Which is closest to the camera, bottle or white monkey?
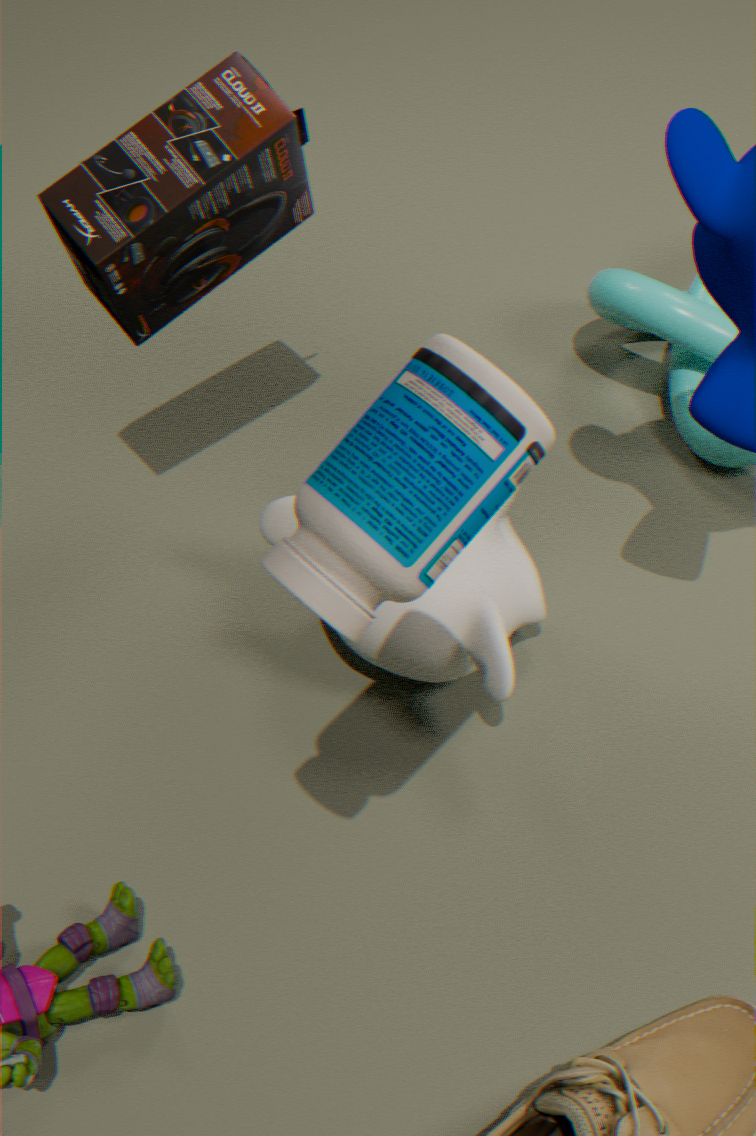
bottle
